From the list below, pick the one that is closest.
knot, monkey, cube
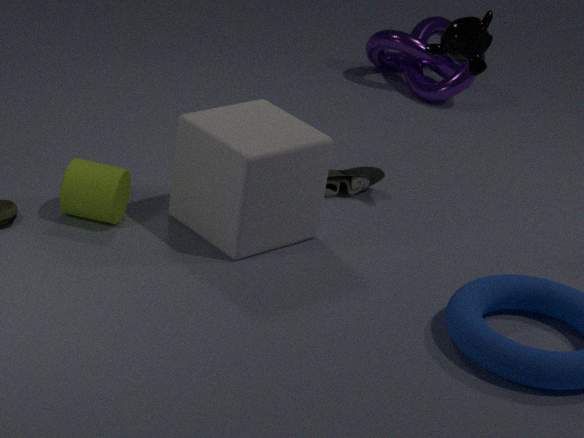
cube
